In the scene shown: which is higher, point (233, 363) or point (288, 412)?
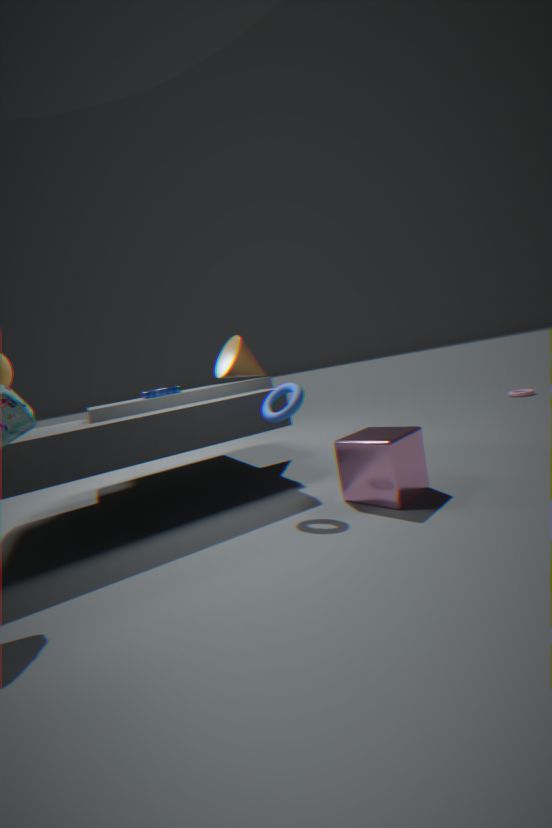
point (233, 363)
